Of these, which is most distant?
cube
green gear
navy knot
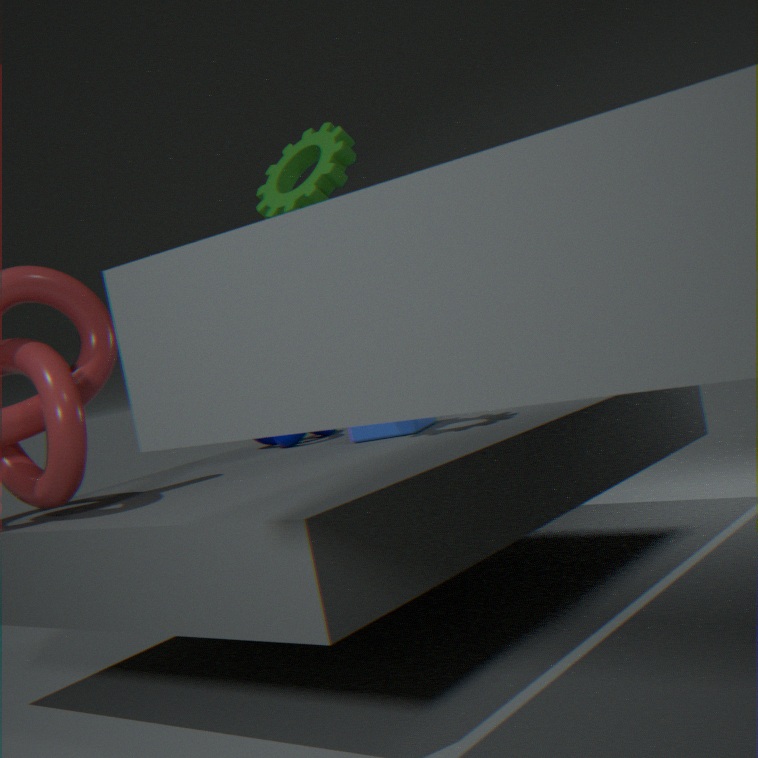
navy knot
